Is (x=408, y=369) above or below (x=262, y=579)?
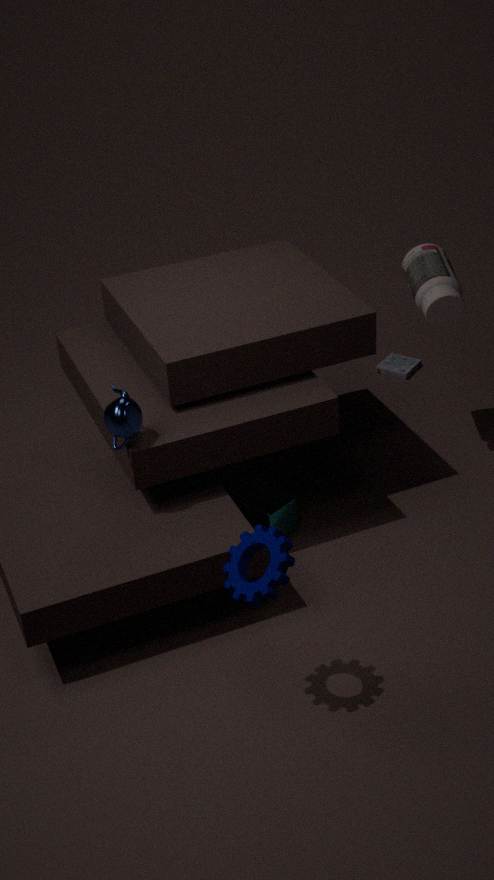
below
